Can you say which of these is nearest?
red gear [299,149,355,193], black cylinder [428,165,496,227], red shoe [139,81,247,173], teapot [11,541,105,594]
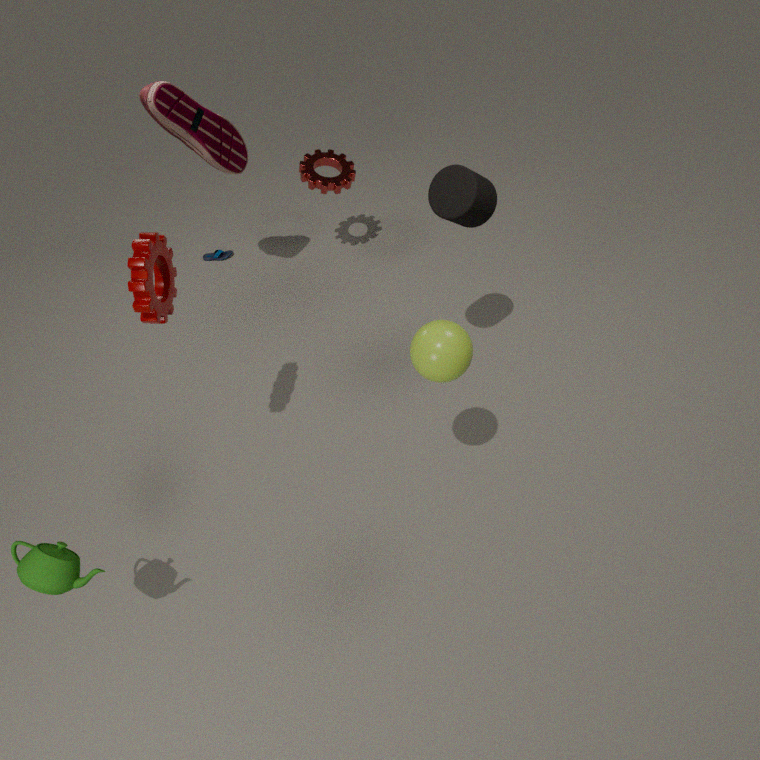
teapot [11,541,105,594]
